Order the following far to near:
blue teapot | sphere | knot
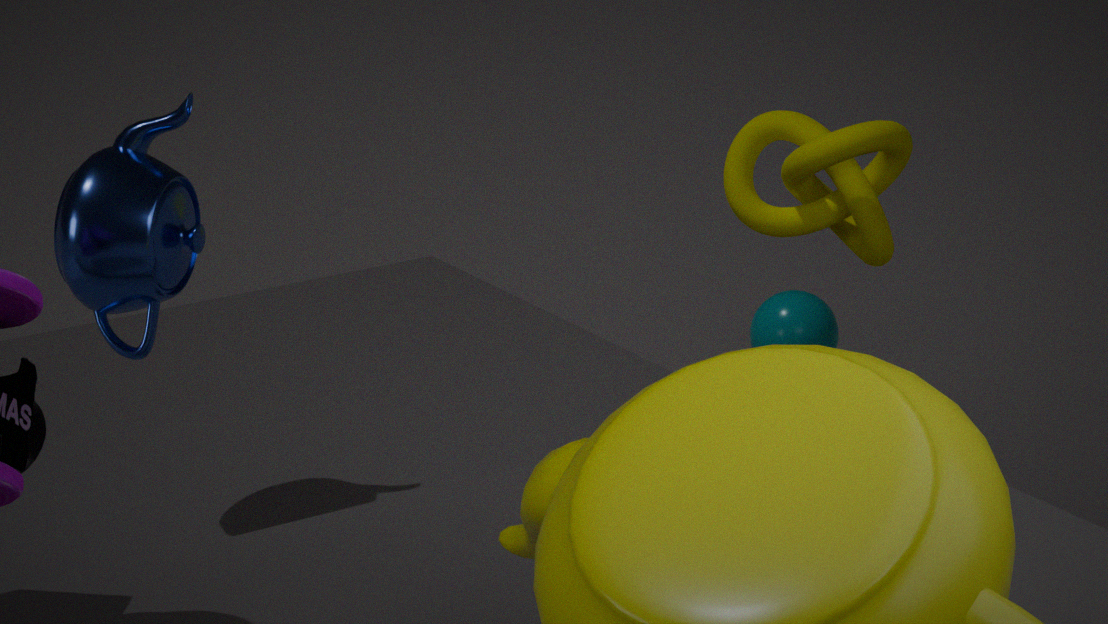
sphere, knot, blue teapot
